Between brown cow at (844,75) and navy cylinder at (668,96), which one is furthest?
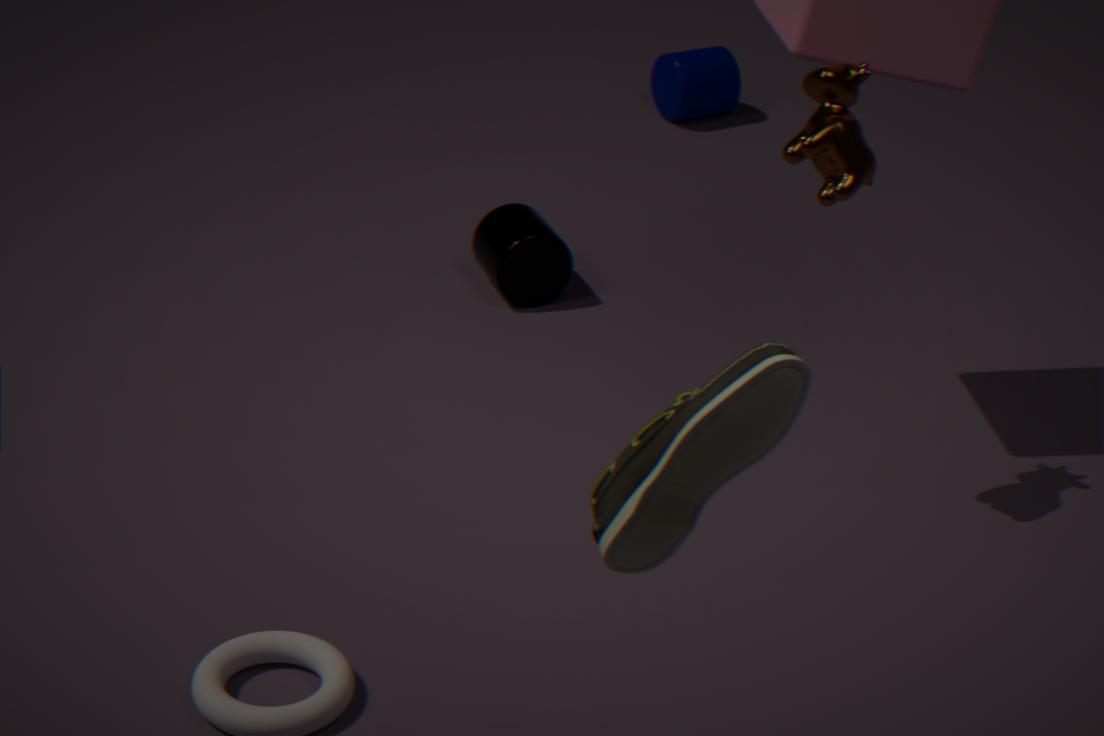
navy cylinder at (668,96)
